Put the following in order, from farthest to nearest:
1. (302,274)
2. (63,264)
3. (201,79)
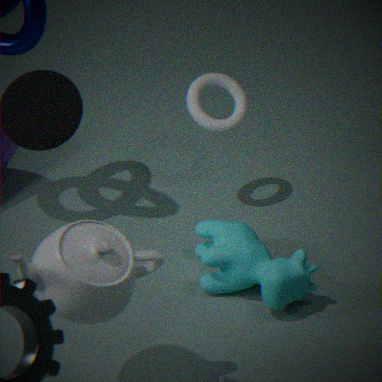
(201,79)
(302,274)
(63,264)
